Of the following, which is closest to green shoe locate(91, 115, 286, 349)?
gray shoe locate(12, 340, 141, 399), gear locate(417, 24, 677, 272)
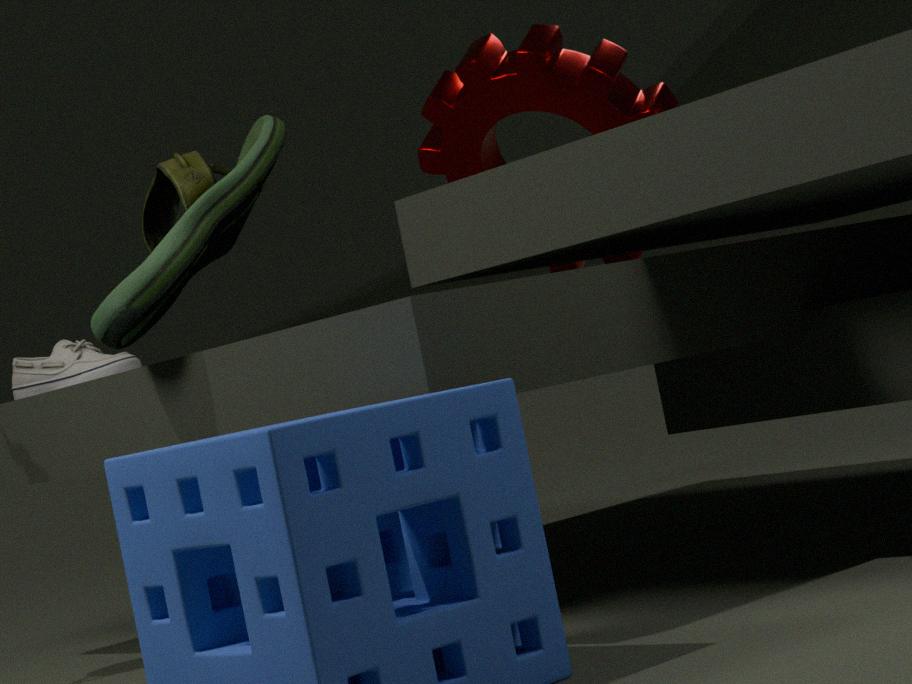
gray shoe locate(12, 340, 141, 399)
